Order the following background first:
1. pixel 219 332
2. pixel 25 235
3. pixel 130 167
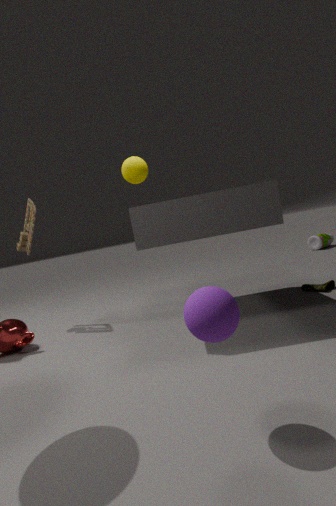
pixel 25 235, pixel 130 167, pixel 219 332
